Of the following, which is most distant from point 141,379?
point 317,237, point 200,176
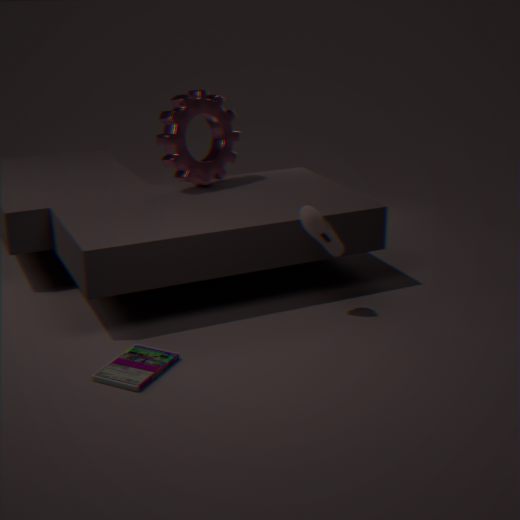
point 200,176
